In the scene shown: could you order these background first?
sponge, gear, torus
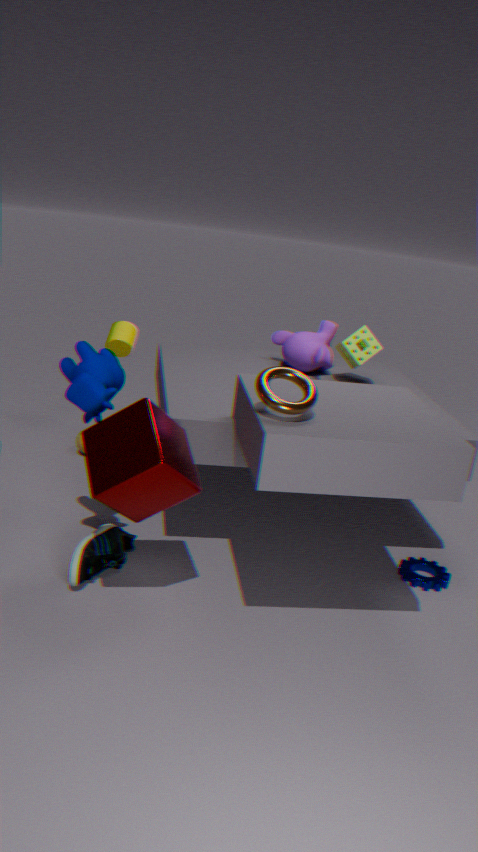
1. sponge
2. gear
3. torus
